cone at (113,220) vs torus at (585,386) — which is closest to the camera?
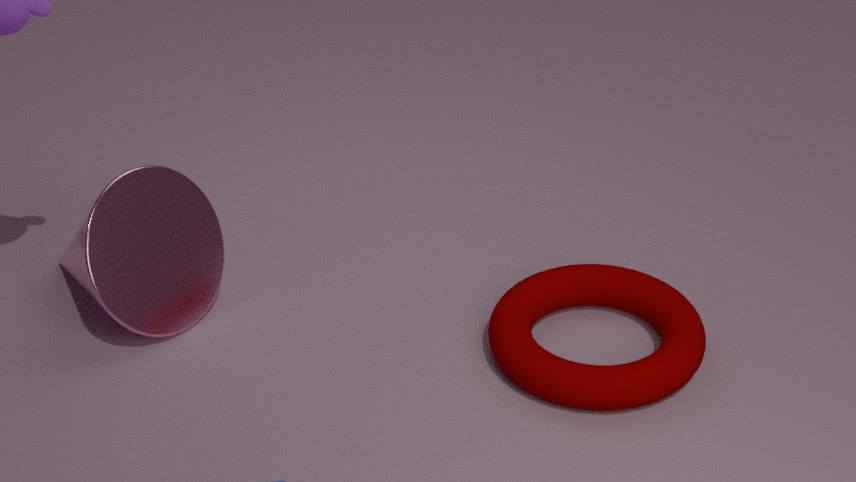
torus at (585,386)
